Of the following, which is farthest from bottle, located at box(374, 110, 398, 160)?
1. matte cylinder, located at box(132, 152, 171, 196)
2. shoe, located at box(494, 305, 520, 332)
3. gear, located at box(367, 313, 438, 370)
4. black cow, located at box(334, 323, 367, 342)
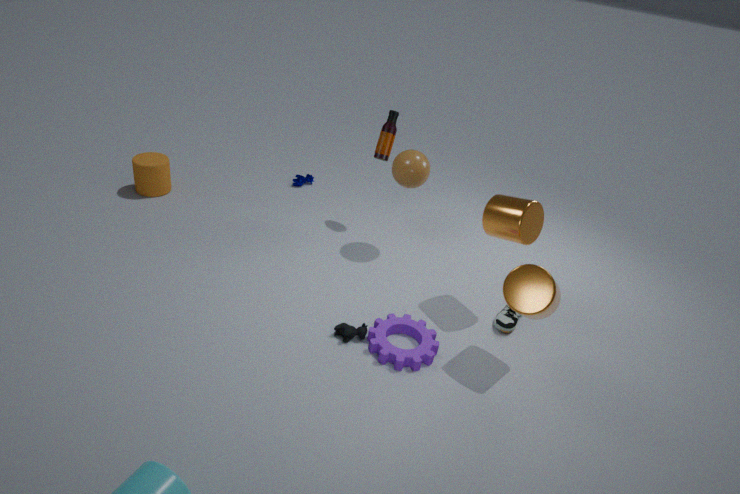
matte cylinder, located at box(132, 152, 171, 196)
